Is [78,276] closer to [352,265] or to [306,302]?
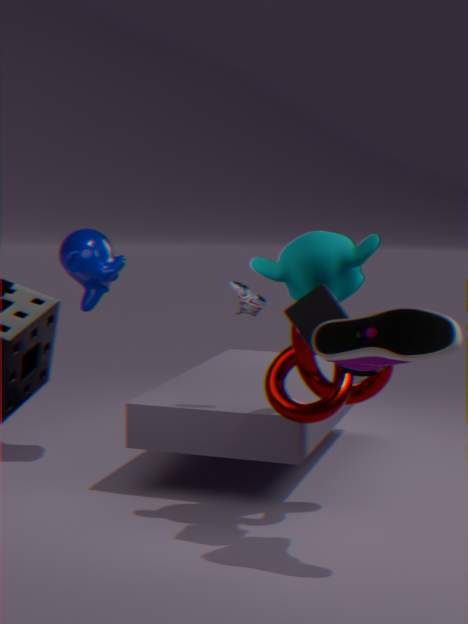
[352,265]
